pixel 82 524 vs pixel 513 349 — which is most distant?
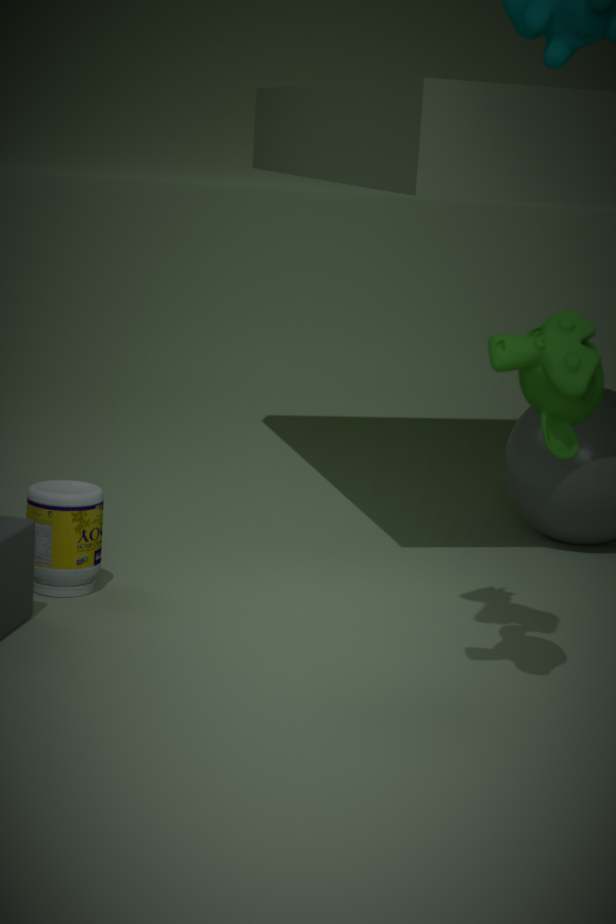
pixel 82 524
